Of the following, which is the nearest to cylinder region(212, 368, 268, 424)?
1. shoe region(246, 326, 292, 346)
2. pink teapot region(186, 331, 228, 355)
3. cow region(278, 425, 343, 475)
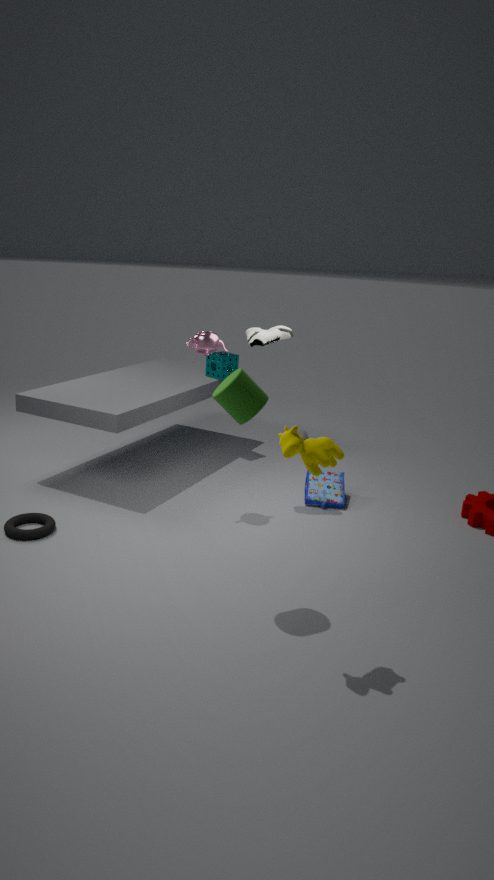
cow region(278, 425, 343, 475)
